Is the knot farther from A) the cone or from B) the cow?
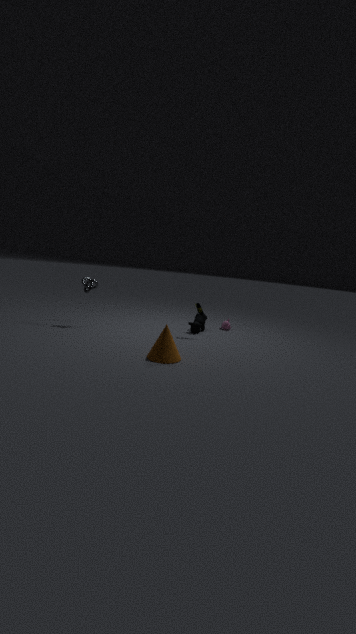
A) the cone
